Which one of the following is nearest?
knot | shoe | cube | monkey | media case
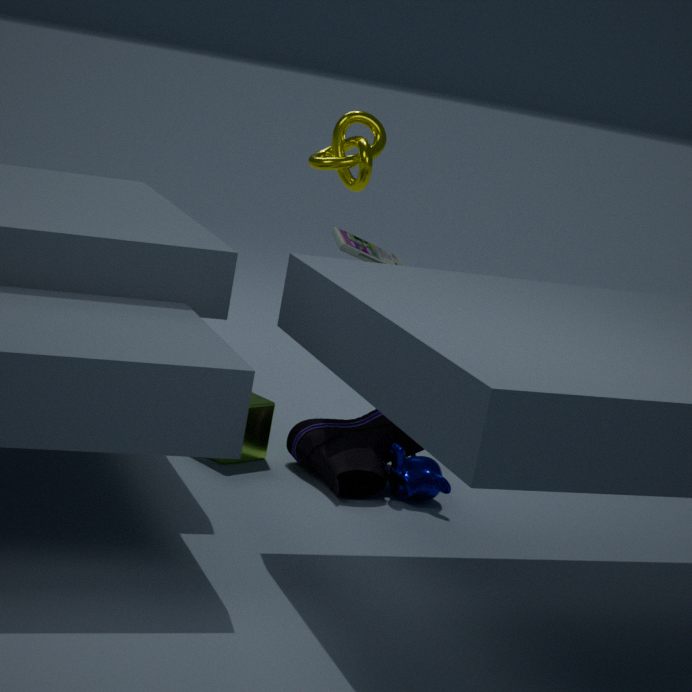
shoe
